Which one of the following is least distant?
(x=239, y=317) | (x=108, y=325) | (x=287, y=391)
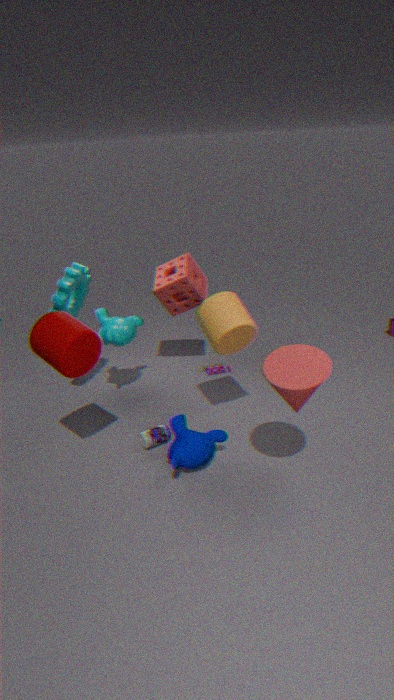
(x=287, y=391)
